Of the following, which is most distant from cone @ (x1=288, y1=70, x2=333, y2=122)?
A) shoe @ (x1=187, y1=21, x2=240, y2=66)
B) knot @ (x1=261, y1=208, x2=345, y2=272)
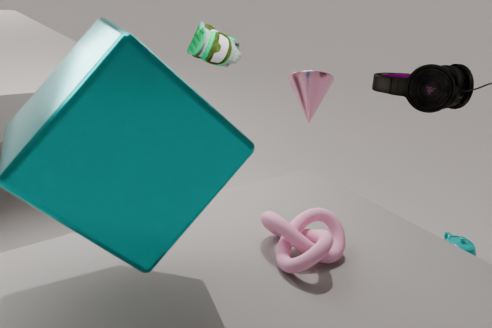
knot @ (x1=261, y1=208, x2=345, y2=272)
